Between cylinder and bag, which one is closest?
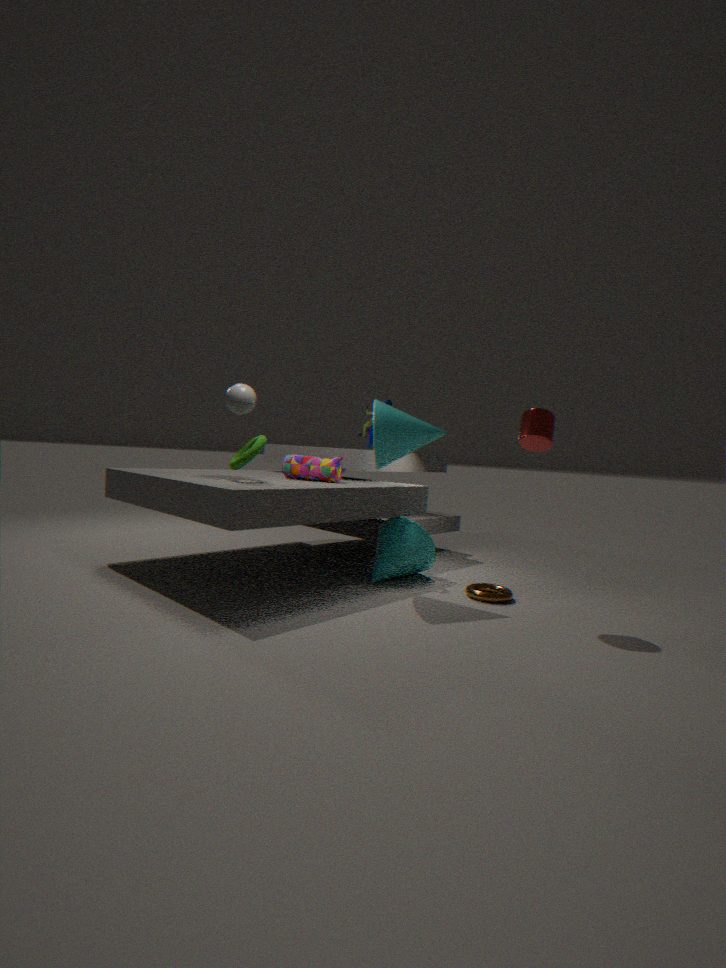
cylinder
